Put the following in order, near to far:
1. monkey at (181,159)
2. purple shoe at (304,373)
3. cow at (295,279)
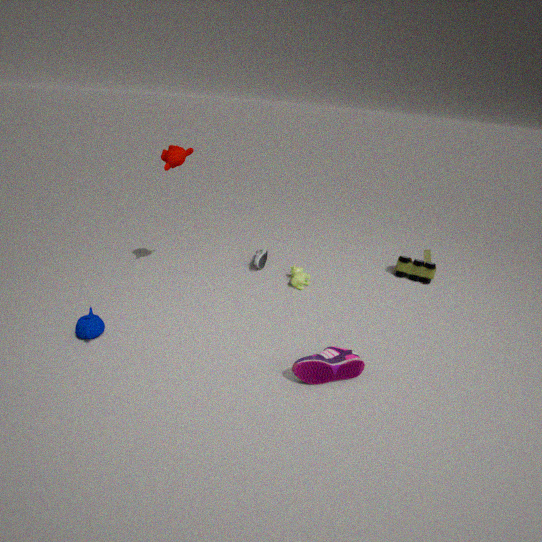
purple shoe at (304,373) < monkey at (181,159) < cow at (295,279)
